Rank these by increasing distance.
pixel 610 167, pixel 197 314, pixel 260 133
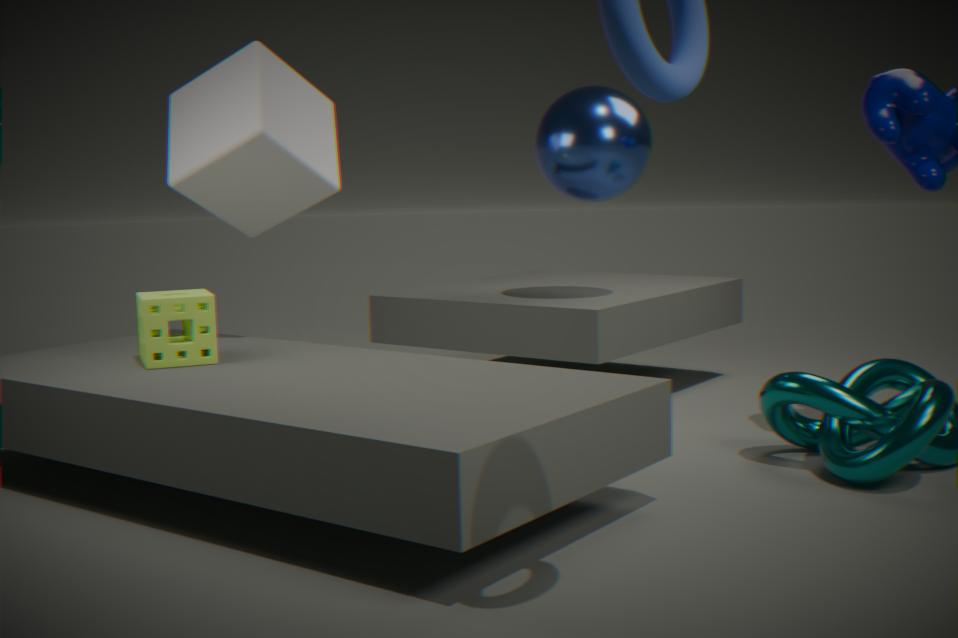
pixel 197 314 < pixel 260 133 < pixel 610 167
